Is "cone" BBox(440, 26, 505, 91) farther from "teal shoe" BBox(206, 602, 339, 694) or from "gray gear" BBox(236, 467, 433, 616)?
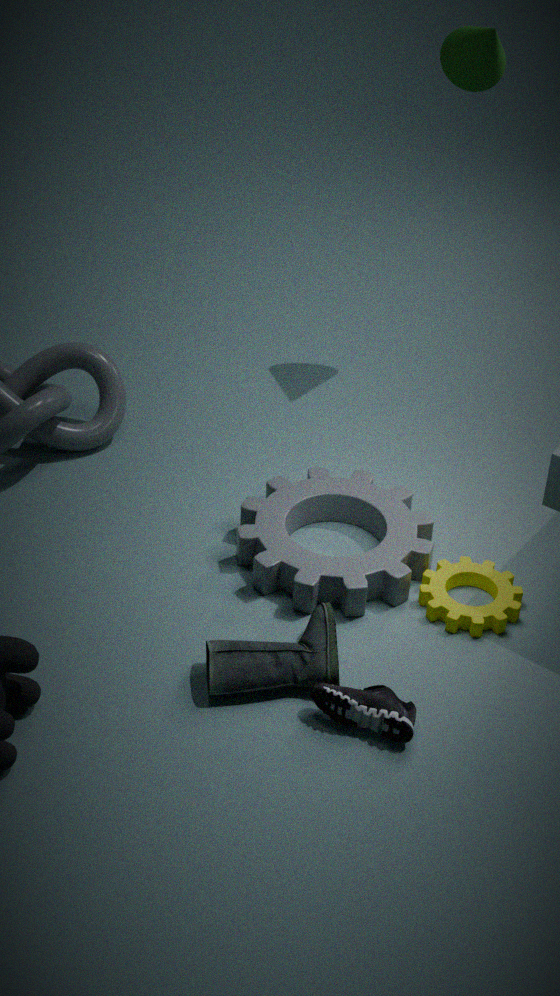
"teal shoe" BBox(206, 602, 339, 694)
